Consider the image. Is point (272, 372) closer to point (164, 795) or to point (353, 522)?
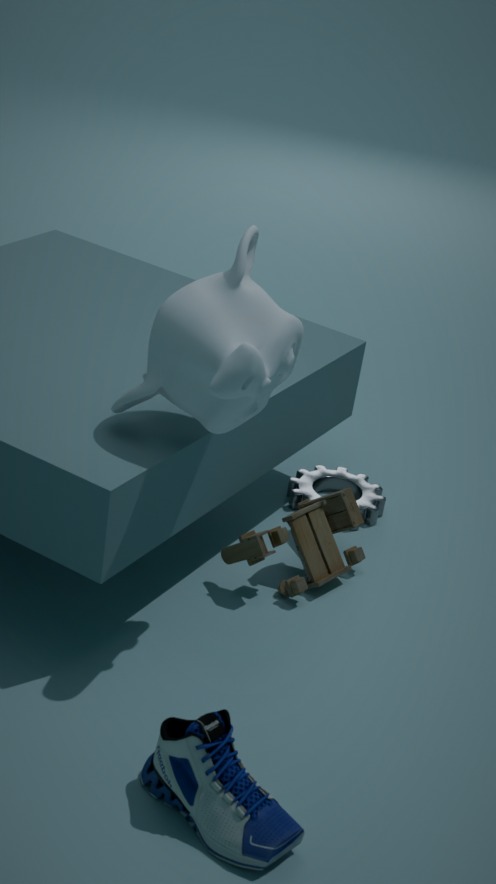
point (353, 522)
